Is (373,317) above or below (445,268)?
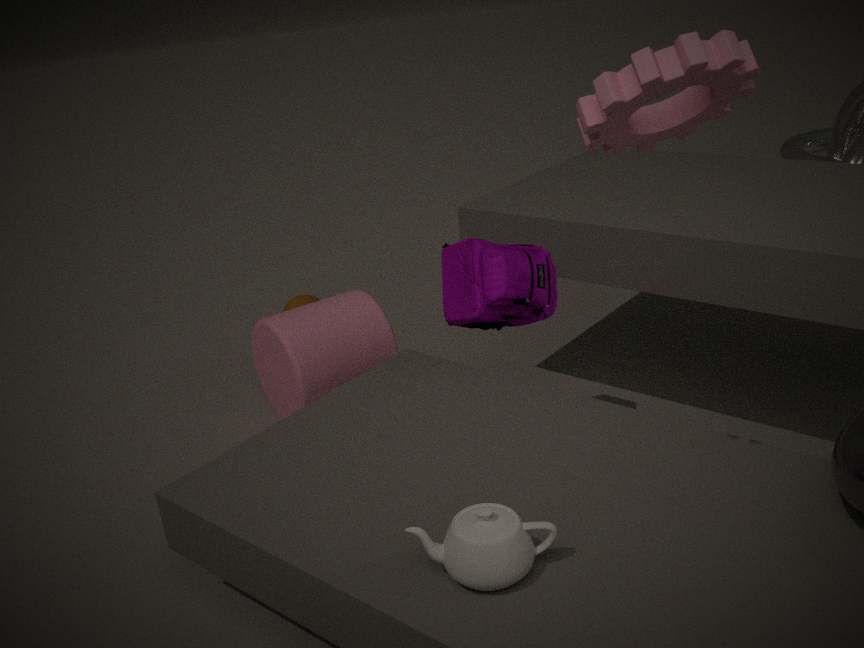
below
